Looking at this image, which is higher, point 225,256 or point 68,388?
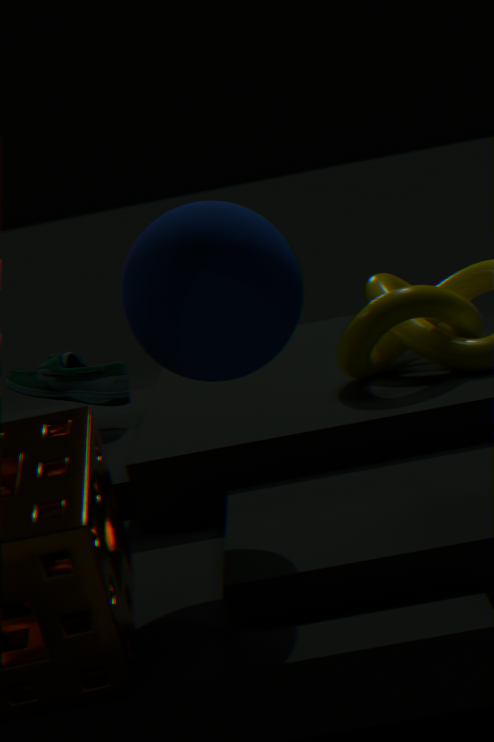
point 225,256
